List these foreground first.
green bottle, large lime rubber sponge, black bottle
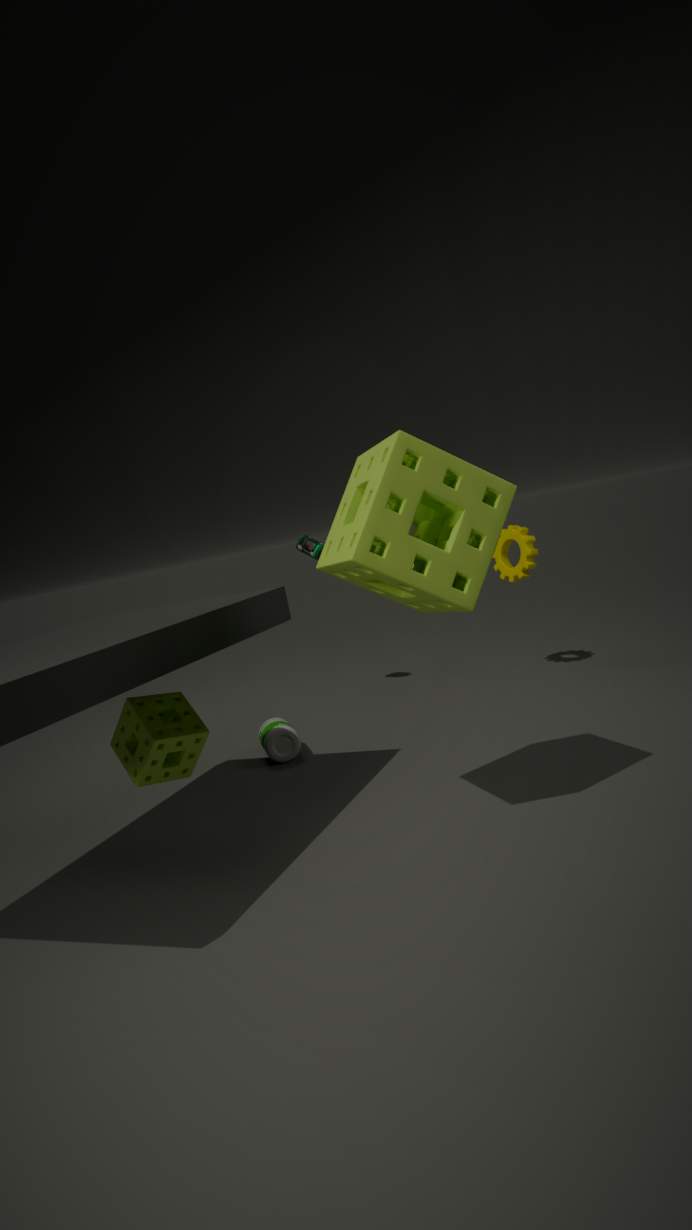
large lime rubber sponge, black bottle, green bottle
